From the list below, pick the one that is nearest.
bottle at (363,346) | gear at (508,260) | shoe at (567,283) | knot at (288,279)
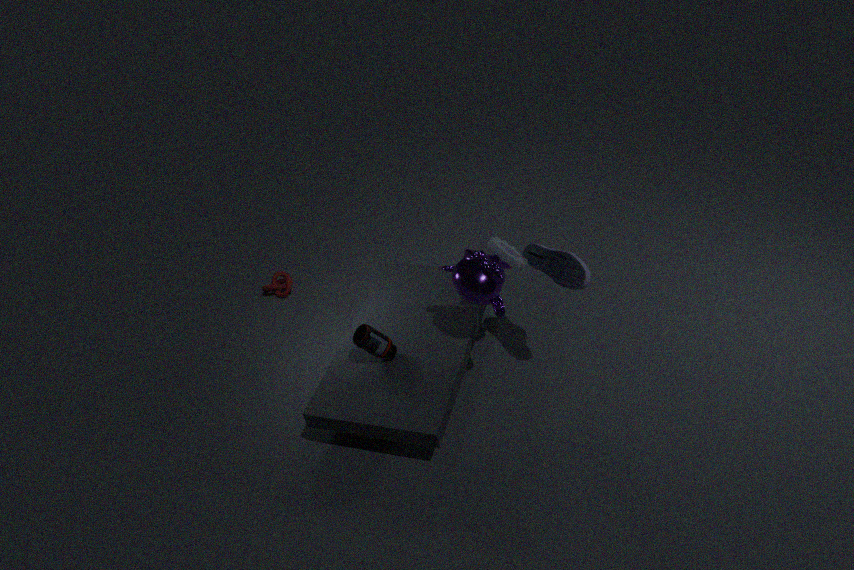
shoe at (567,283)
